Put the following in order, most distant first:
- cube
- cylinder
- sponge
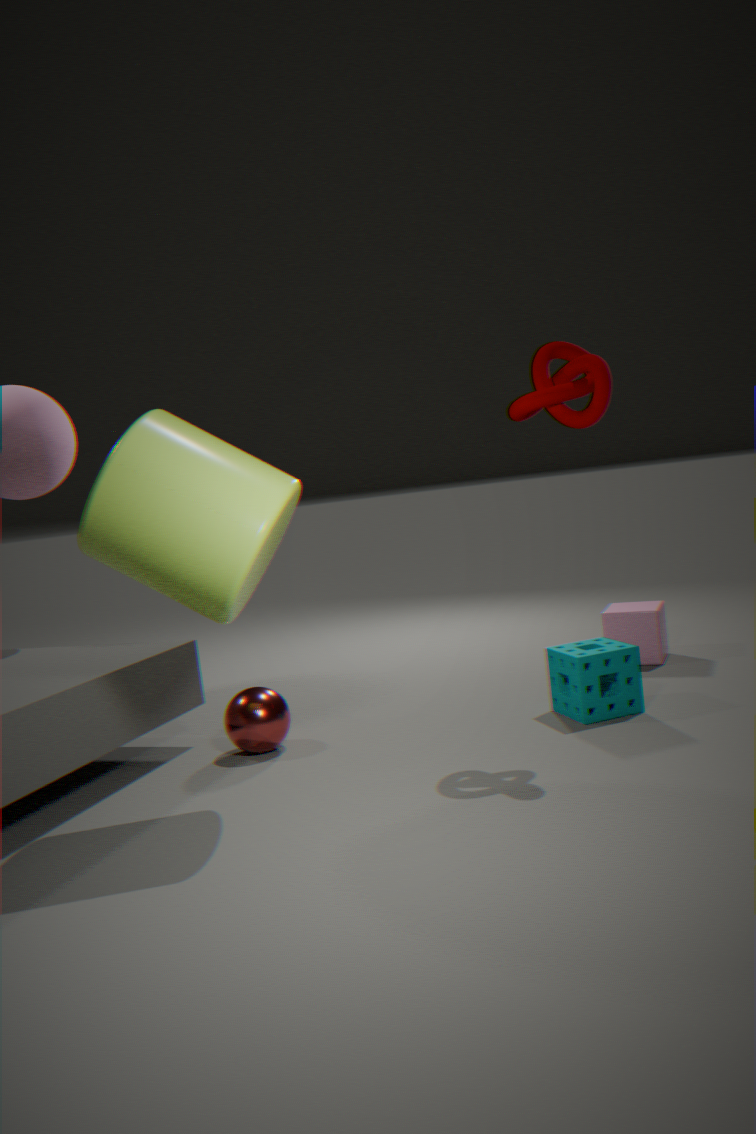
cube
sponge
cylinder
